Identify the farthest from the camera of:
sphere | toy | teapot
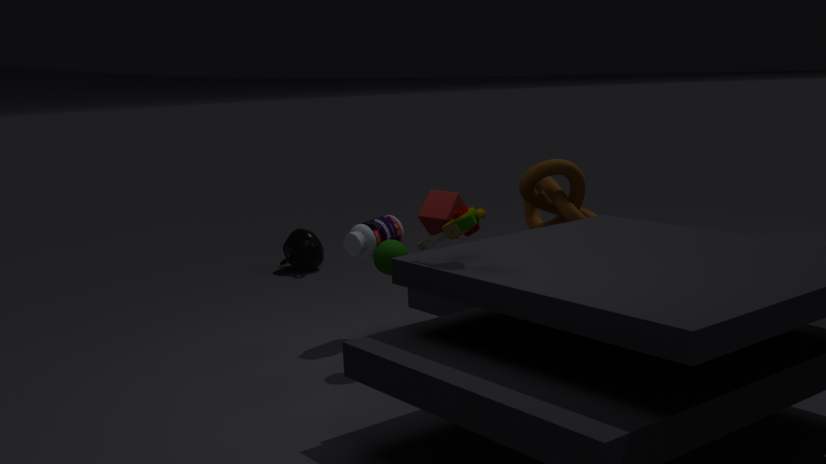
teapot
